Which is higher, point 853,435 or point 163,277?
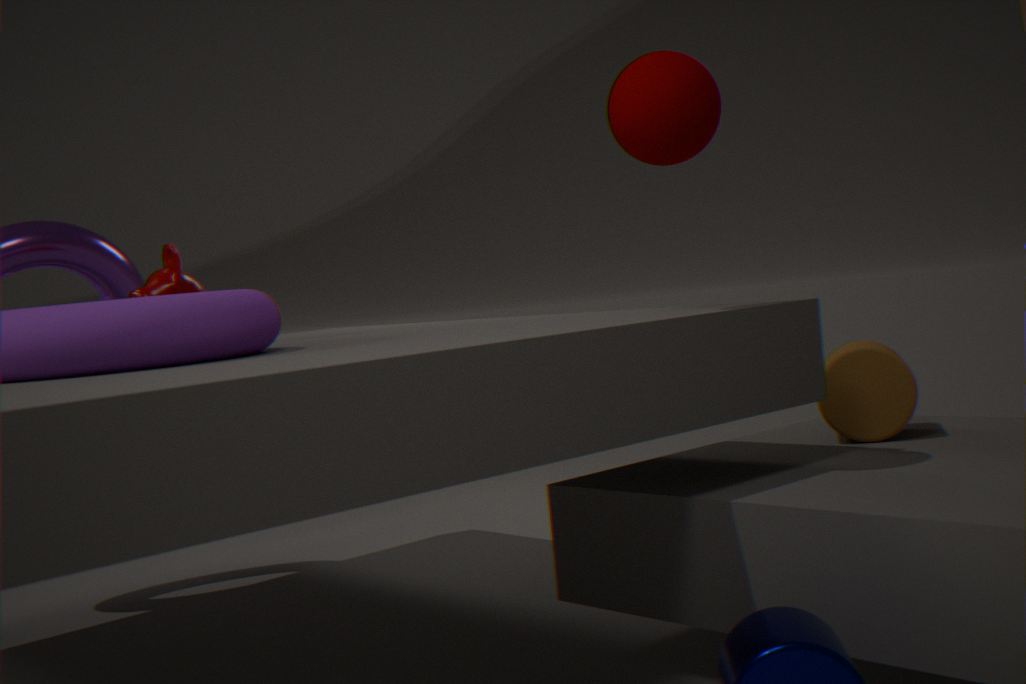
point 163,277
